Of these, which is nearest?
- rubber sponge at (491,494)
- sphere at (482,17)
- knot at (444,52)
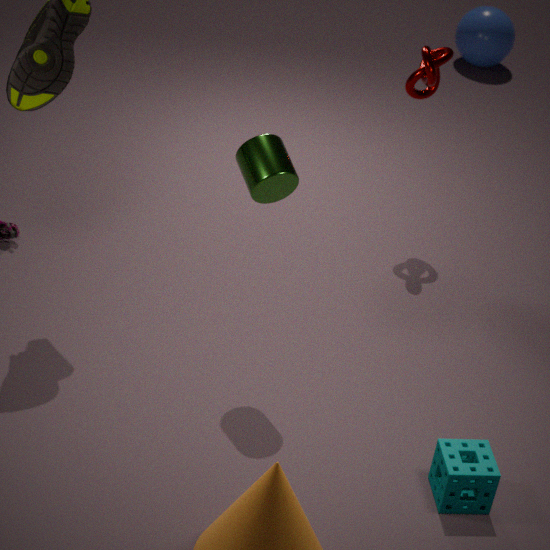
rubber sponge at (491,494)
